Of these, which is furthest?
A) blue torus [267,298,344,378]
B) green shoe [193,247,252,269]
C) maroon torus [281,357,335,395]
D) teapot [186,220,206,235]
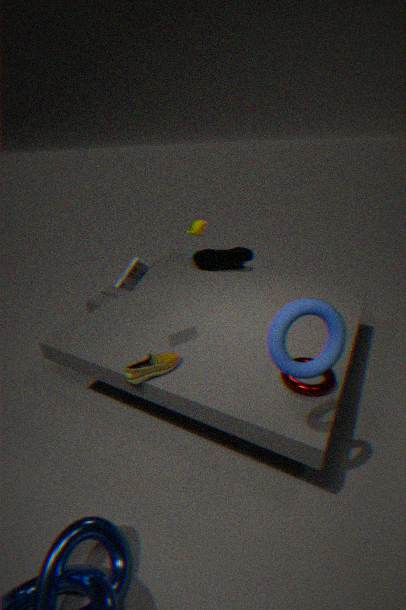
teapot [186,220,206,235]
